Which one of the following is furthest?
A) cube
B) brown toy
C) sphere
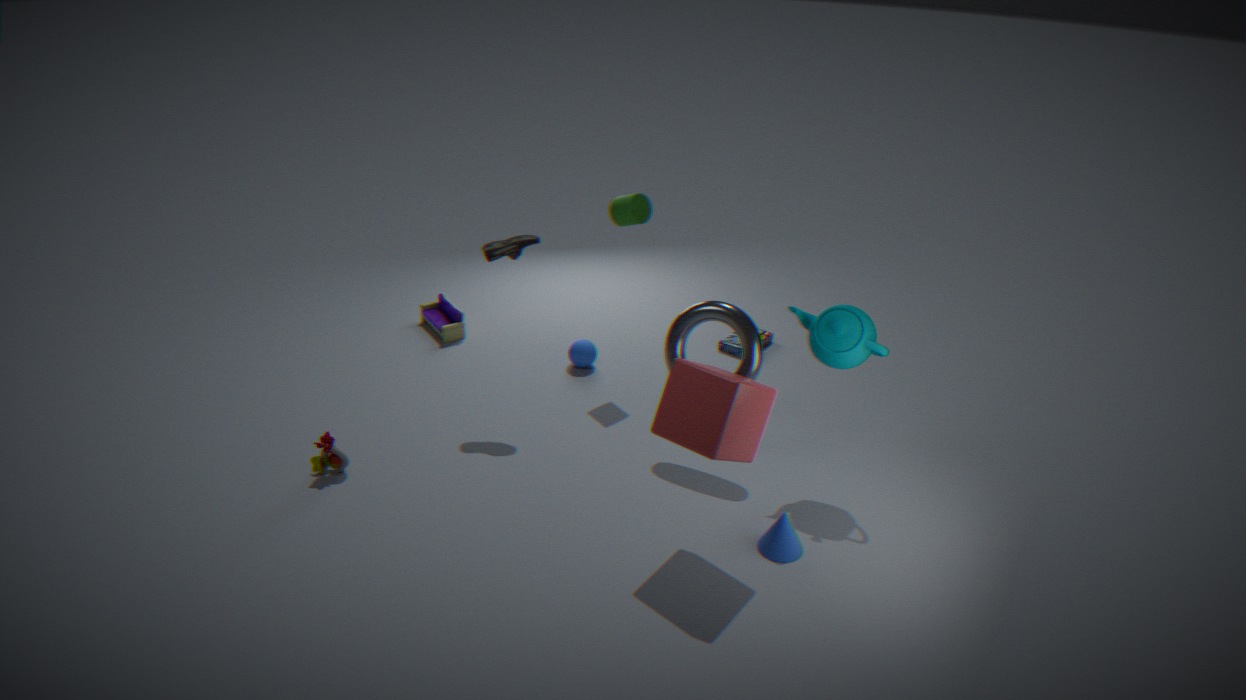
sphere
